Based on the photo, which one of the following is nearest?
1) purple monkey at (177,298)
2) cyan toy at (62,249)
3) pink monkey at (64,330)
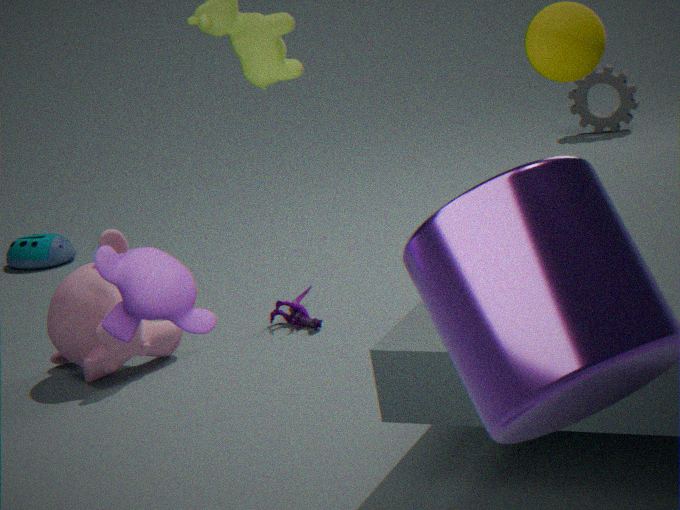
1. purple monkey at (177,298)
